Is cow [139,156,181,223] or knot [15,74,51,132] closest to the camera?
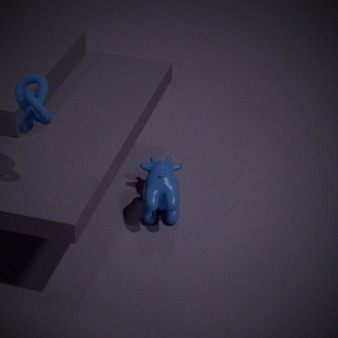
knot [15,74,51,132]
